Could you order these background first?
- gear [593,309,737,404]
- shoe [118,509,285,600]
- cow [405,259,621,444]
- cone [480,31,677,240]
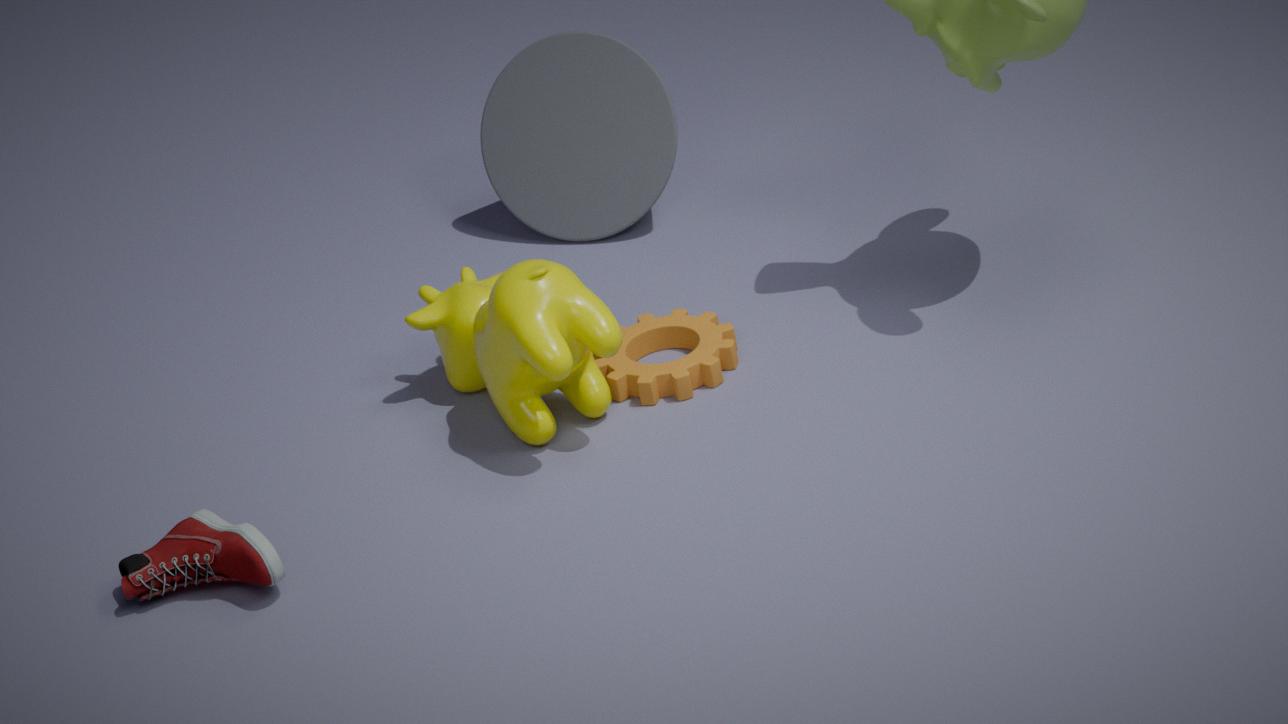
cone [480,31,677,240] → gear [593,309,737,404] → cow [405,259,621,444] → shoe [118,509,285,600]
